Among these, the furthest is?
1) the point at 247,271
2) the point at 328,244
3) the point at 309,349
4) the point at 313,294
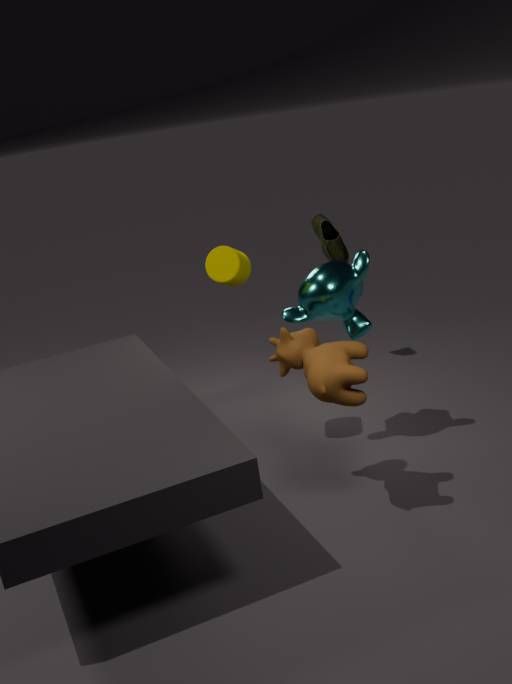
2. the point at 328,244
